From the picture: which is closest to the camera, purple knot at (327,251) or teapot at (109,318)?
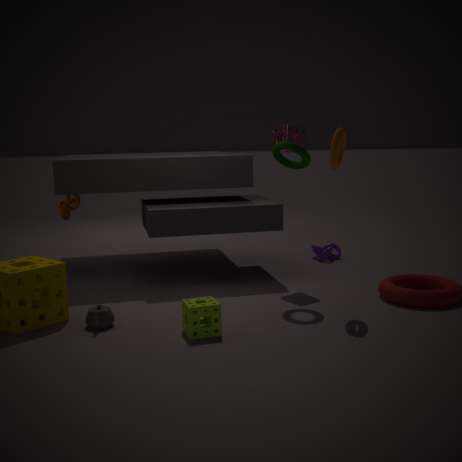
teapot at (109,318)
